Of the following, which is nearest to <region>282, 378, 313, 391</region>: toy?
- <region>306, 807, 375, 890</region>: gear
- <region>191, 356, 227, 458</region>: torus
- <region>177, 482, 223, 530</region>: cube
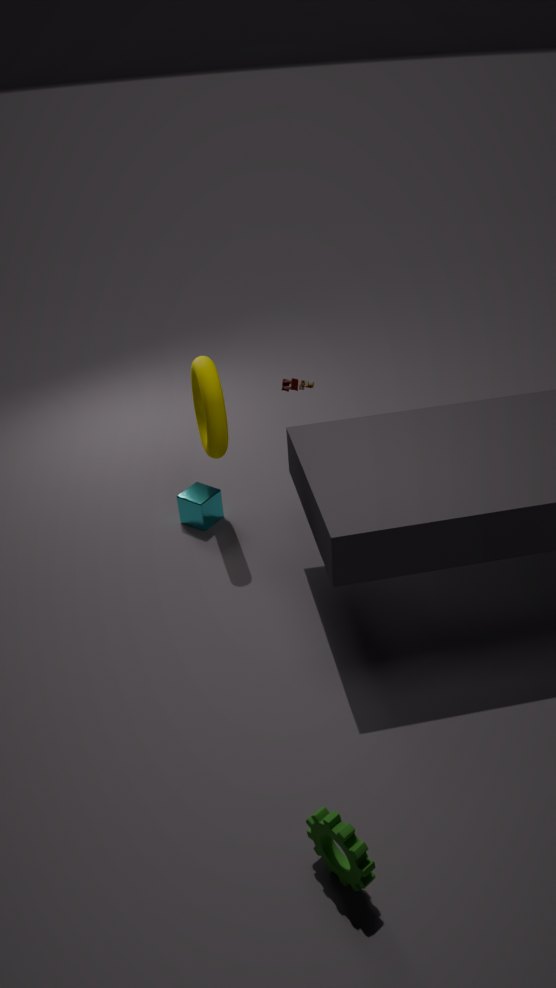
<region>191, 356, 227, 458</region>: torus
